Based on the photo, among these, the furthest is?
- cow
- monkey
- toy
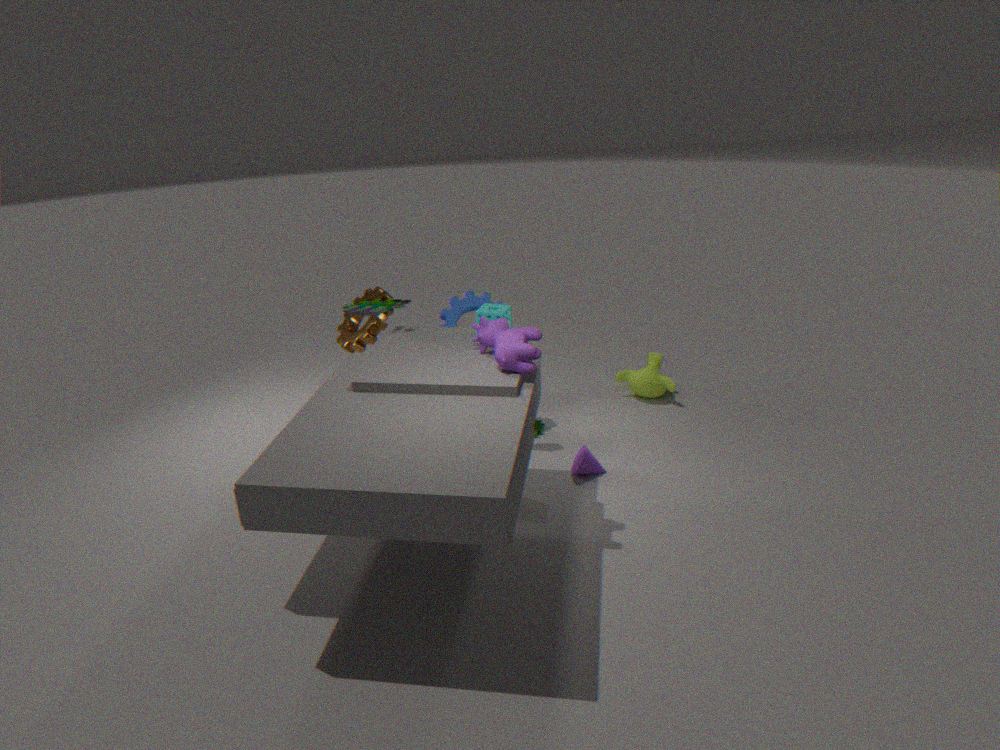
monkey
